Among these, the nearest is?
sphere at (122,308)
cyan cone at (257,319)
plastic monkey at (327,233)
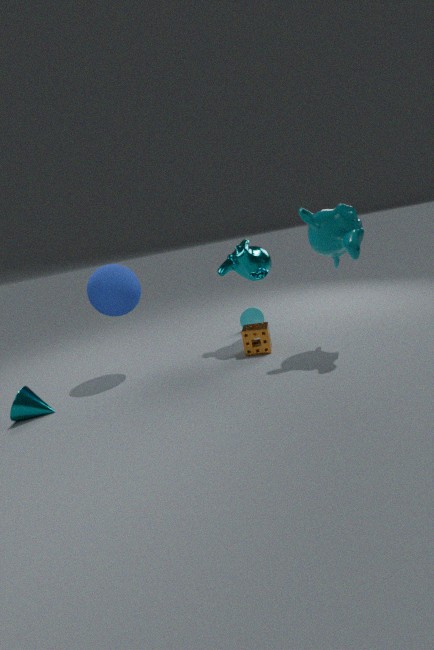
plastic monkey at (327,233)
